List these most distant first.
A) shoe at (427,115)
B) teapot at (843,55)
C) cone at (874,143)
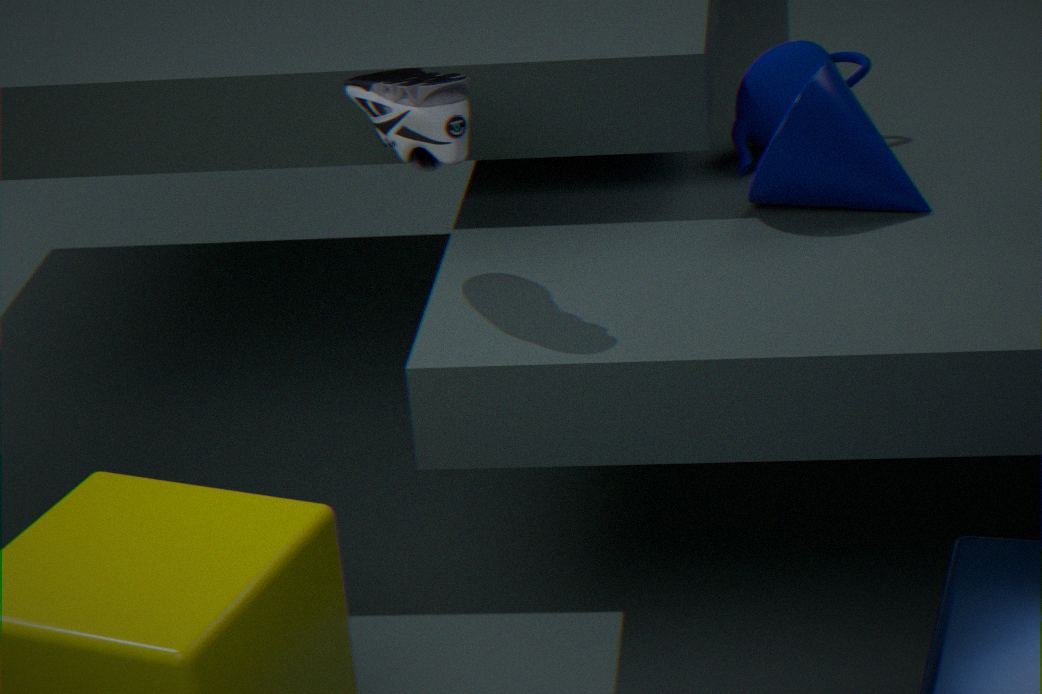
teapot at (843,55)
cone at (874,143)
shoe at (427,115)
